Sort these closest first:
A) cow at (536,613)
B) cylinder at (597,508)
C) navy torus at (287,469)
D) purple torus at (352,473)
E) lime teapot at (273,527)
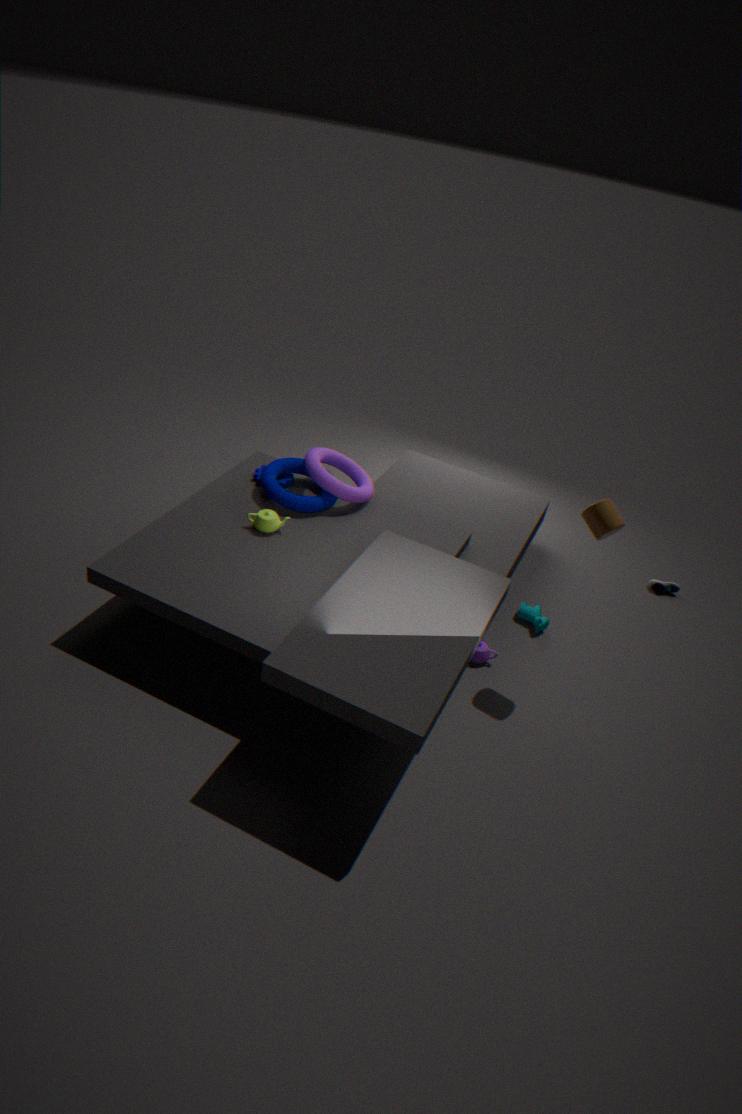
1. cylinder at (597,508)
2. lime teapot at (273,527)
3. navy torus at (287,469)
4. purple torus at (352,473)
5. cow at (536,613)
